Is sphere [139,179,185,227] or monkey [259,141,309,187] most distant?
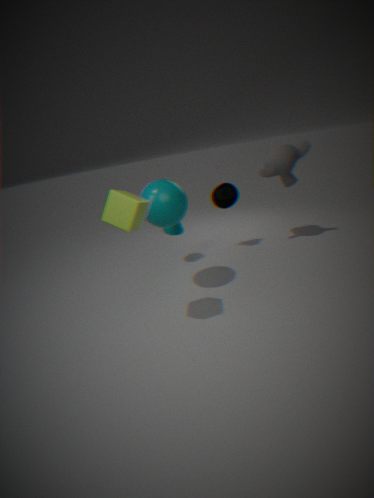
monkey [259,141,309,187]
